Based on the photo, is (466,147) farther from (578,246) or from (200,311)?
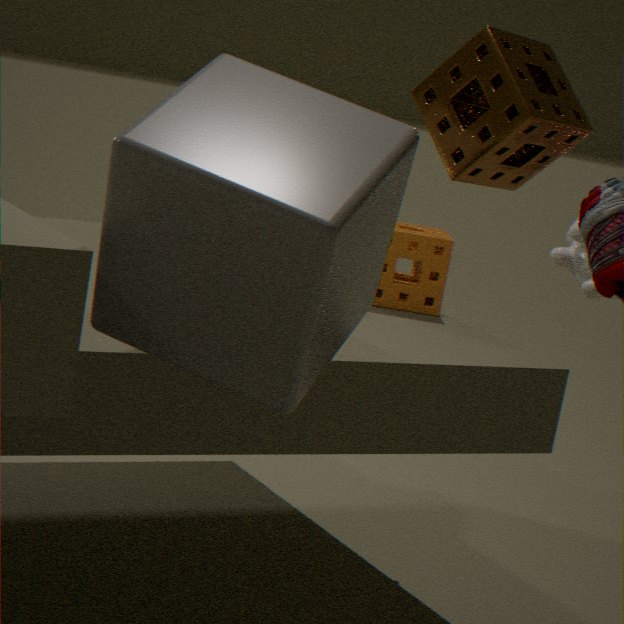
(578,246)
